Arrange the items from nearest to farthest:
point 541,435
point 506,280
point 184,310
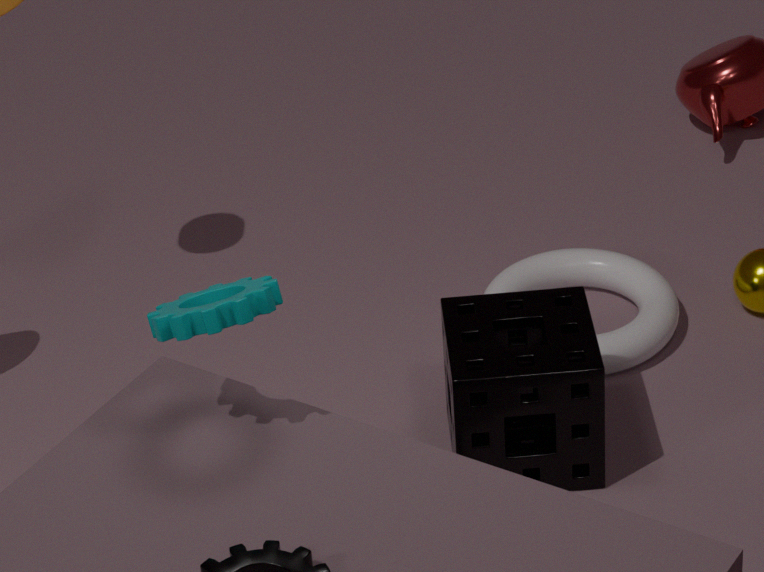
1. point 184,310
2. point 541,435
3. point 506,280
